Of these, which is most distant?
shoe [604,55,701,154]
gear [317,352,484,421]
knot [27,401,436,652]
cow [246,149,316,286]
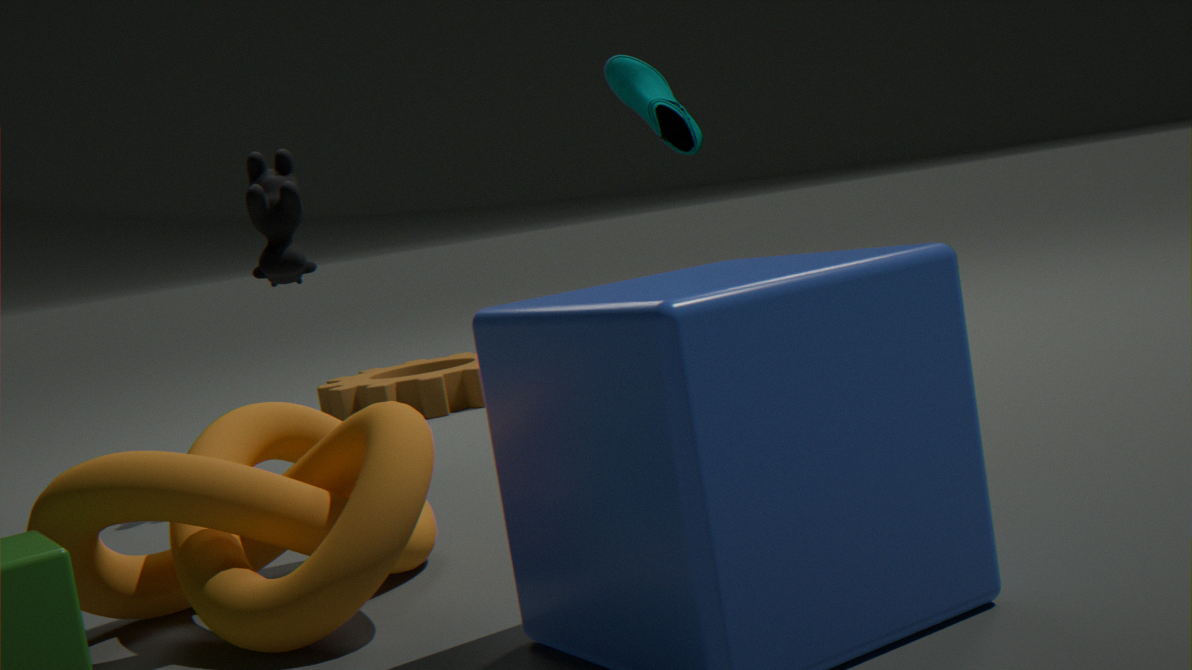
shoe [604,55,701,154]
